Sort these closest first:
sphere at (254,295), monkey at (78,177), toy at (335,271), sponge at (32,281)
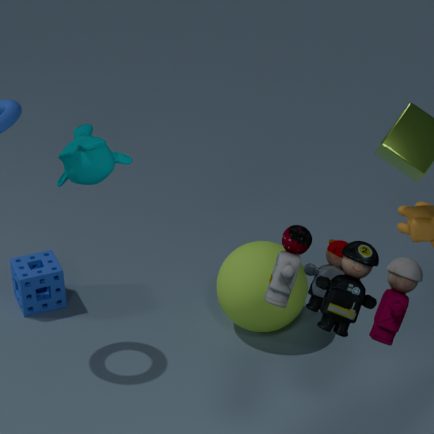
toy at (335,271) < monkey at (78,177) < sphere at (254,295) < sponge at (32,281)
